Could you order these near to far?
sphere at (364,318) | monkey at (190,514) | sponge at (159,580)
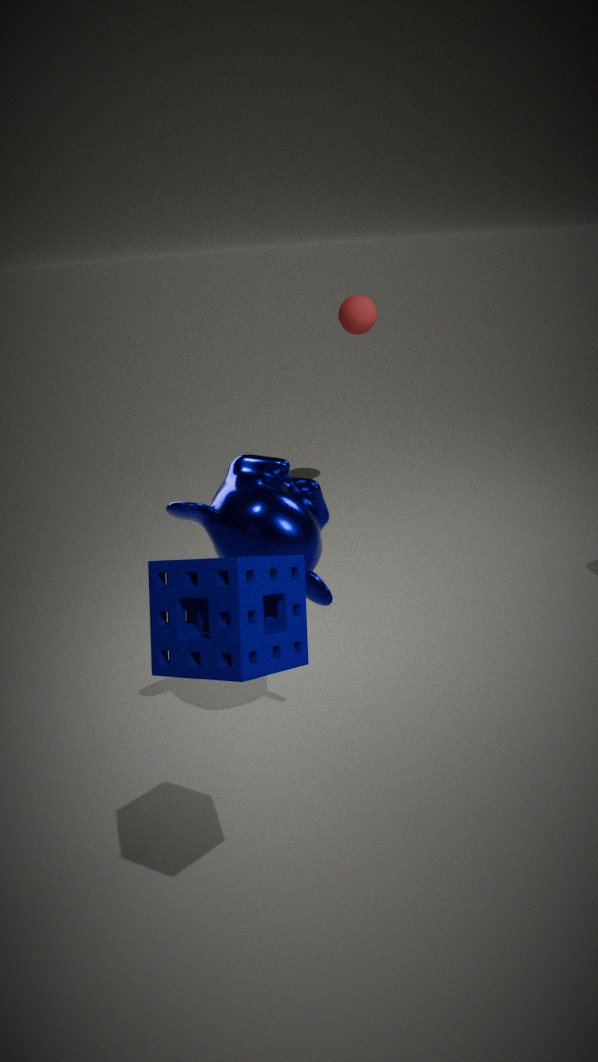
sponge at (159,580)
monkey at (190,514)
sphere at (364,318)
